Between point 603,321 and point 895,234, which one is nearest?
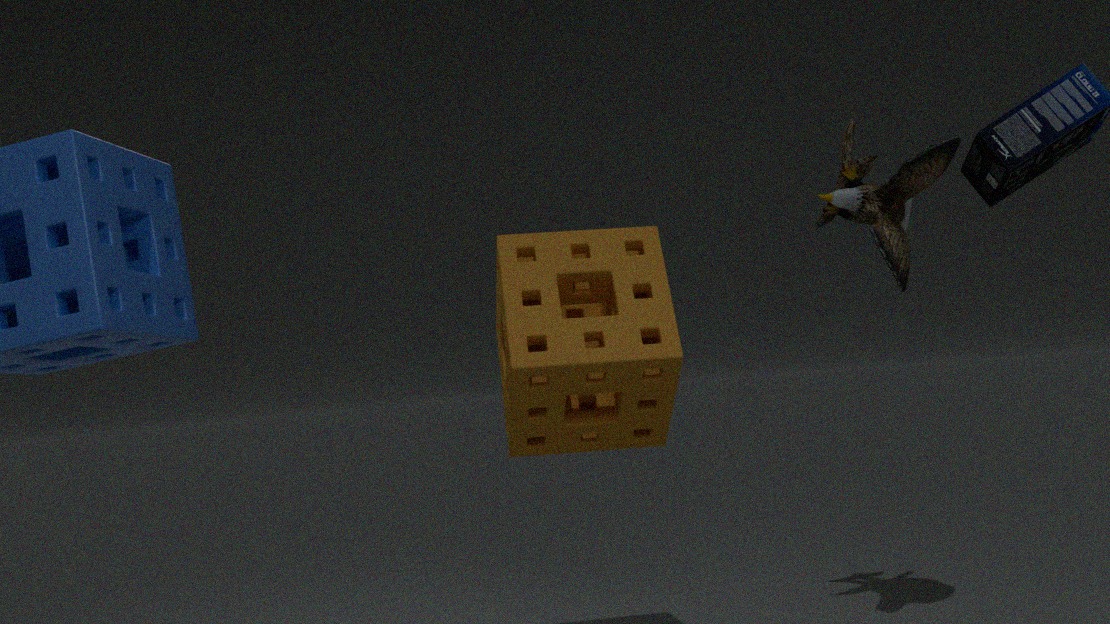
point 603,321
